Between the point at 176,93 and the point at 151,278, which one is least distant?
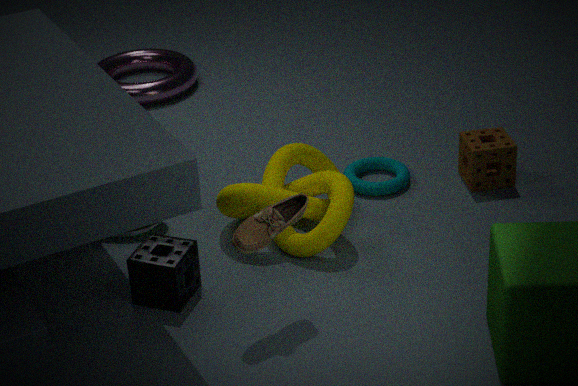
the point at 151,278
